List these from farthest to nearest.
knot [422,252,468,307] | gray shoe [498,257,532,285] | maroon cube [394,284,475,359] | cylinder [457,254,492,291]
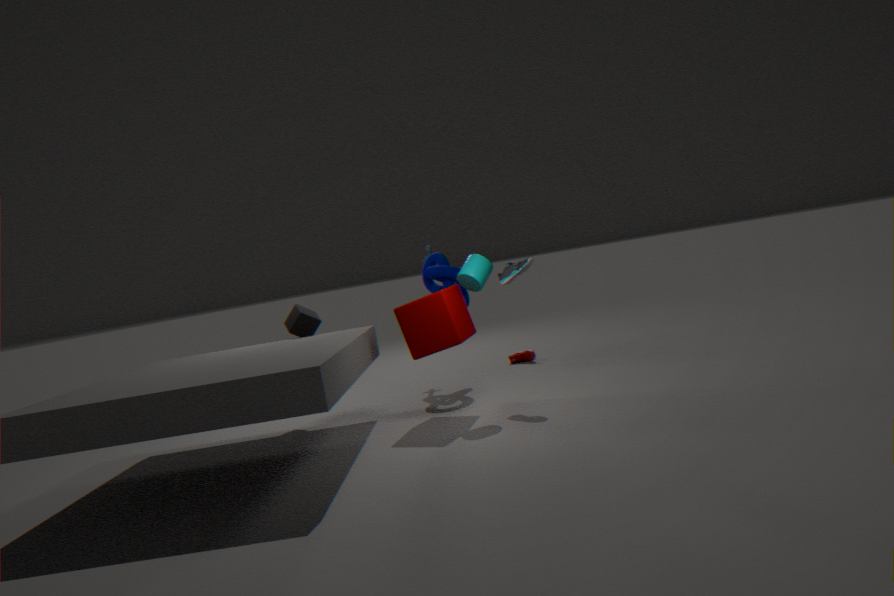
knot [422,252,468,307], gray shoe [498,257,532,285], cylinder [457,254,492,291], maroon cube [394,284,475,359]
